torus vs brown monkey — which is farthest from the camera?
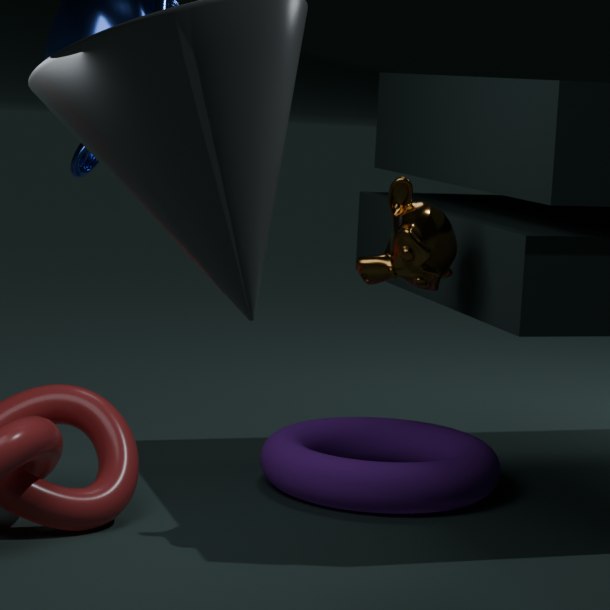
torus
